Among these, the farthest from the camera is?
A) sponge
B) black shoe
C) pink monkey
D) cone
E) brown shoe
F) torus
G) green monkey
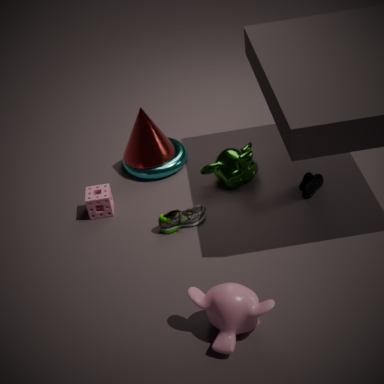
torus
